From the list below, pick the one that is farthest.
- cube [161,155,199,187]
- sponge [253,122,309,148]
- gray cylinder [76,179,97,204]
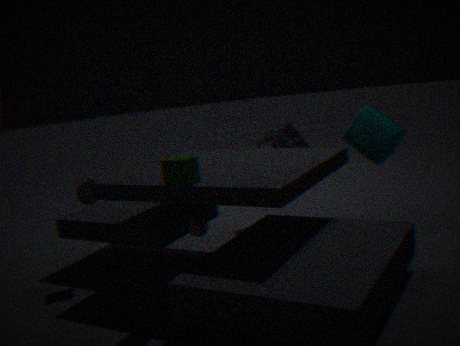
sponge [253,122,309,148]
